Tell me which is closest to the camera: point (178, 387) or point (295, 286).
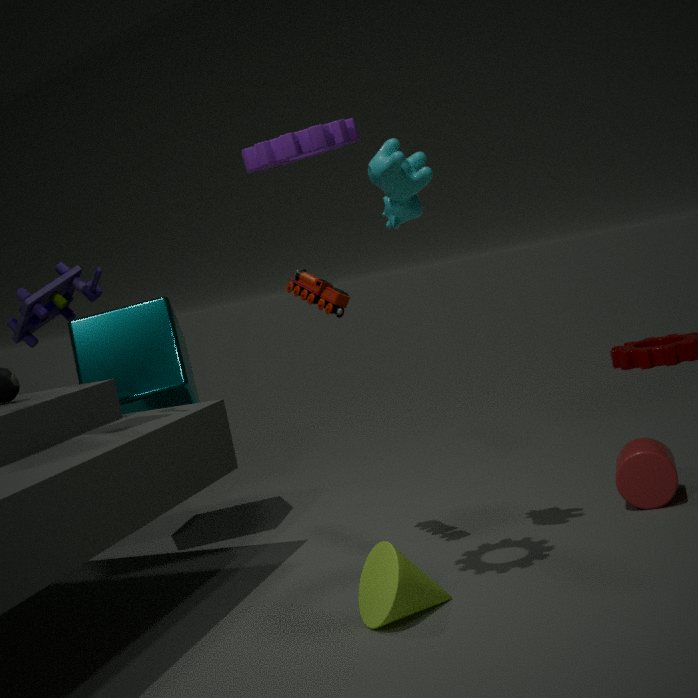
point (295, 286)
